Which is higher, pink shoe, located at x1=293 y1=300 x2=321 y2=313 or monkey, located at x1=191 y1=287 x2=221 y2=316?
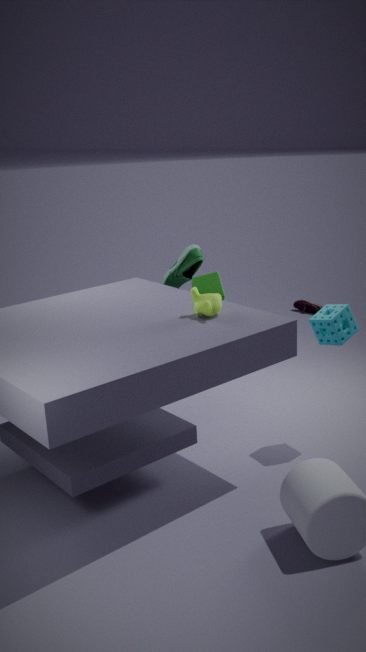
monkey, located at x1=191 y1=287 x2=221 y2=316
